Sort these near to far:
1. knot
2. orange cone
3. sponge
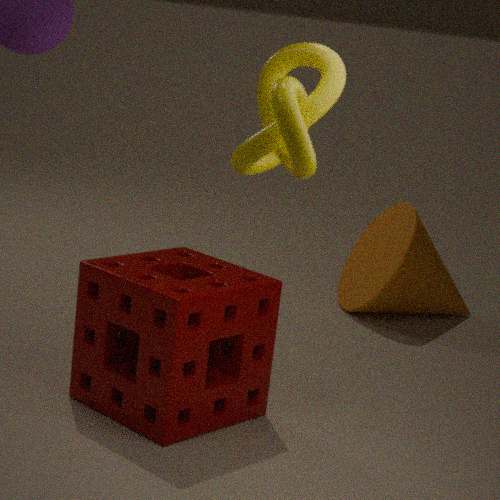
knot, sponge, orange cone
